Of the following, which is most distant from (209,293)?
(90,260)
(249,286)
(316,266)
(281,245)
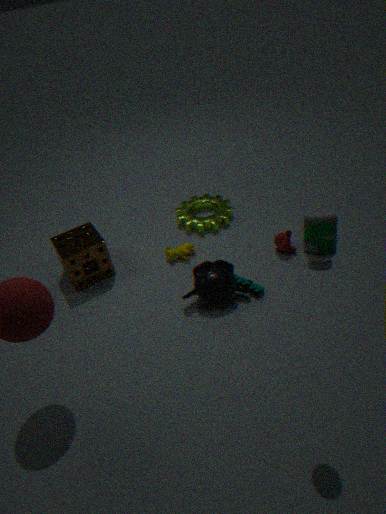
(316,266)
